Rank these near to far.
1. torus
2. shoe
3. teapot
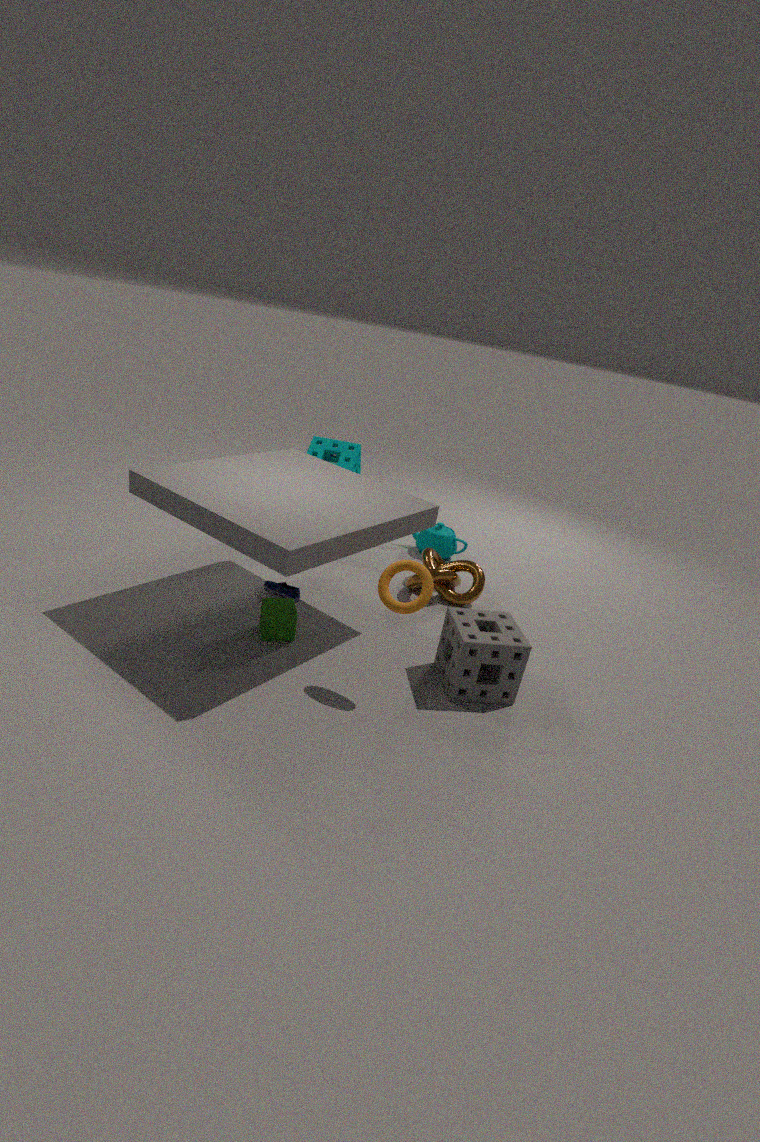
torus → shoe → teapot
